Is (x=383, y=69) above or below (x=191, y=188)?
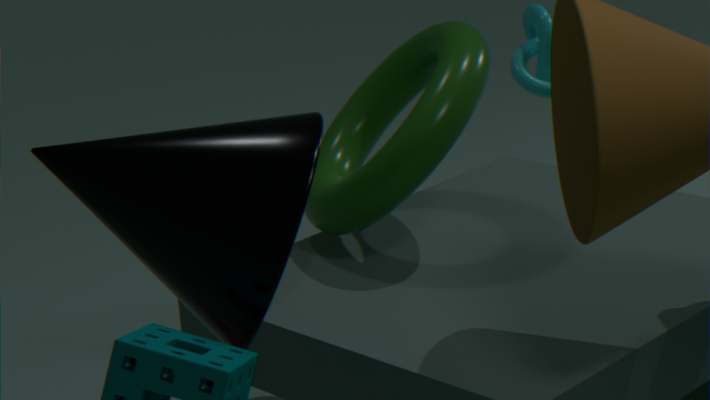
below
